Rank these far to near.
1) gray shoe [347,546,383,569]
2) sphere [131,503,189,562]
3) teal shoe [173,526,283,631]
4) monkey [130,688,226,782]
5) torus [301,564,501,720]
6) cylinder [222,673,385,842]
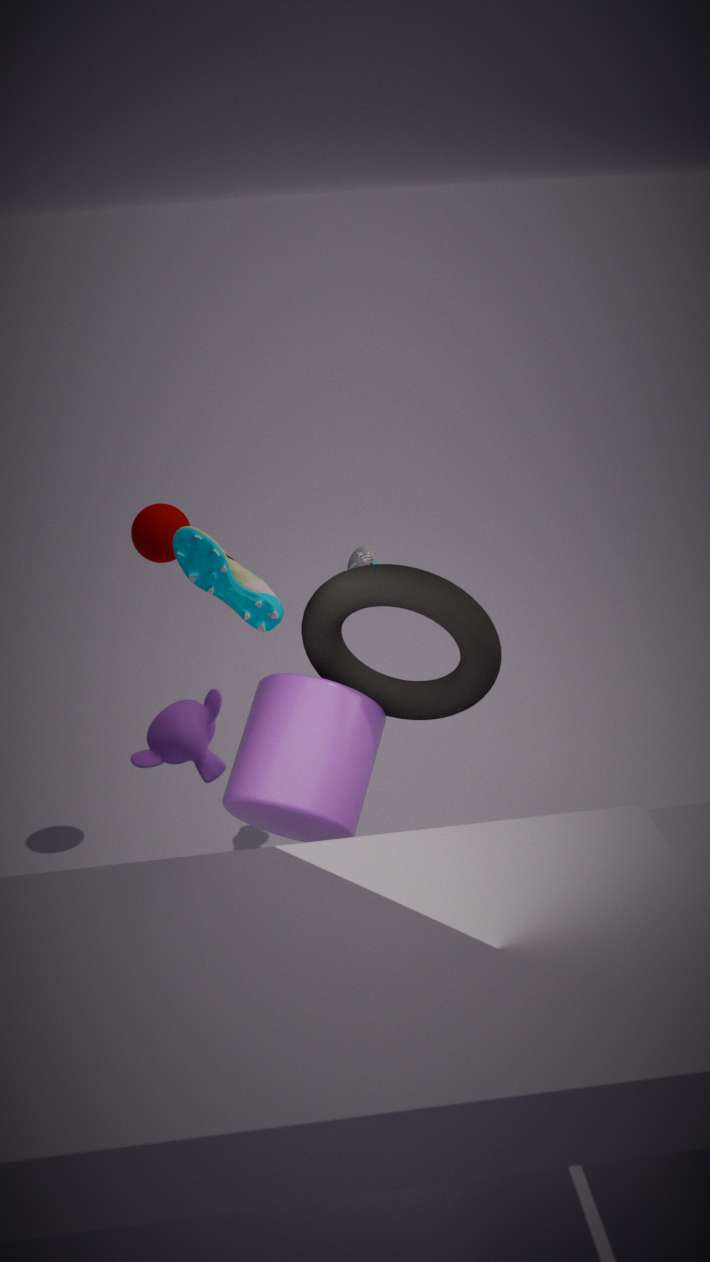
2. sphere [131,503,189,562] < 1. gray shoe [347,546,383,569] < 3. teal shoe [173,526,283,631] < 6. cylinder [222,673,385,842] < 5. torus [301,564,501,720] < 4. monkey [130,688,226,782]
